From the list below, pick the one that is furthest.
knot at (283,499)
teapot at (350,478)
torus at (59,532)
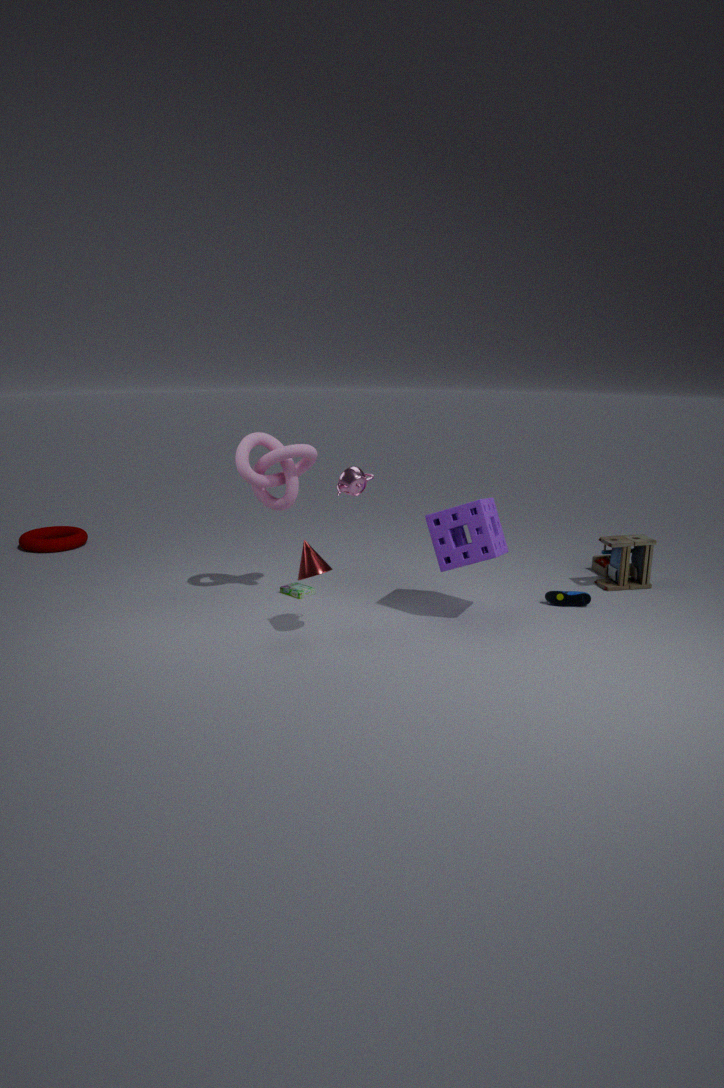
torus at (59,532)
